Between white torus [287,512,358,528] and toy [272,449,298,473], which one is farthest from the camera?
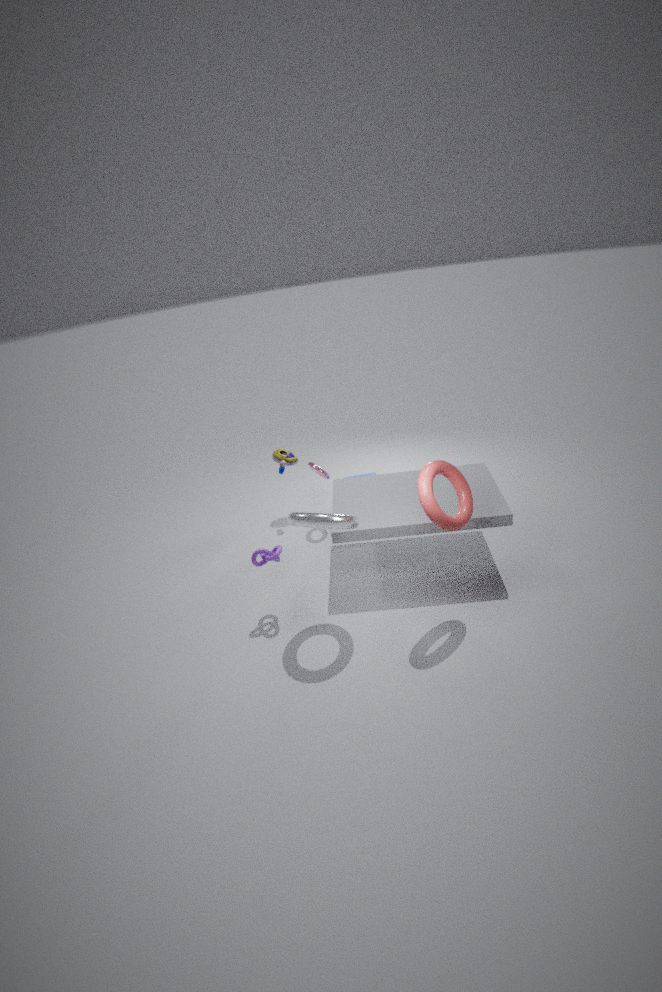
toy [272,449,298,473]
